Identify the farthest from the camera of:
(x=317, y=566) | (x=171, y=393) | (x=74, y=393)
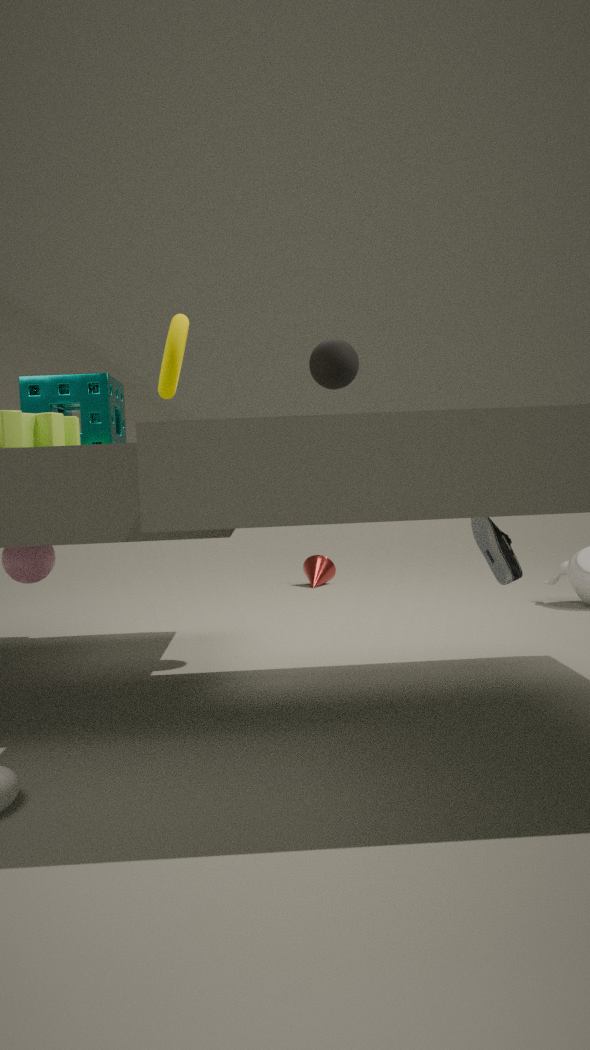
(x=317, y=566)
